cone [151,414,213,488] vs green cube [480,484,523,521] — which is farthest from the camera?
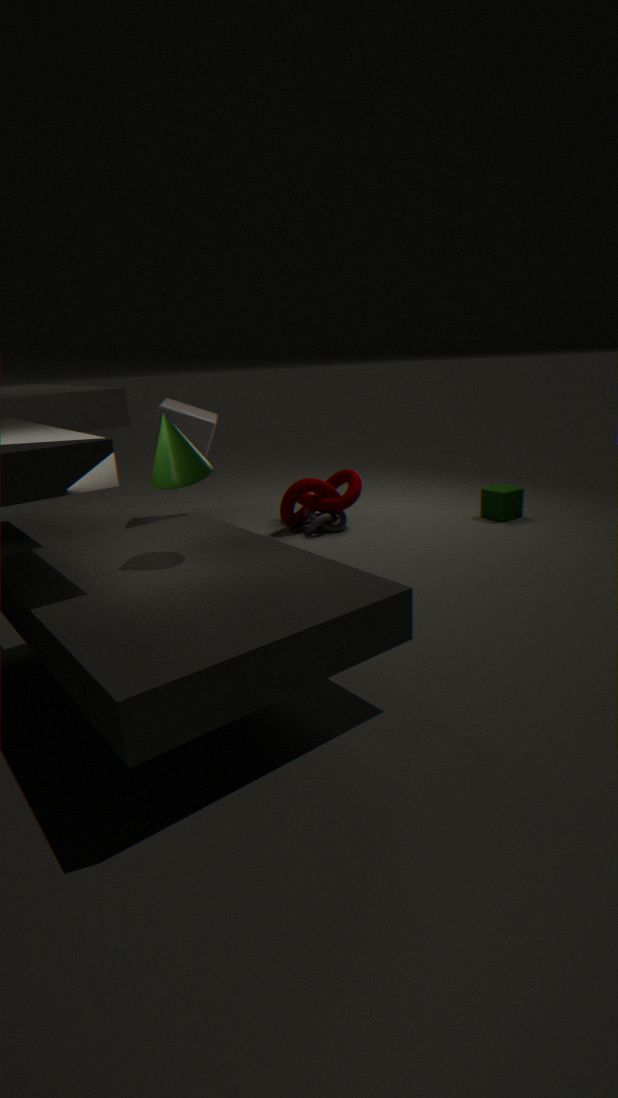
green cube [480,484,523,521]
